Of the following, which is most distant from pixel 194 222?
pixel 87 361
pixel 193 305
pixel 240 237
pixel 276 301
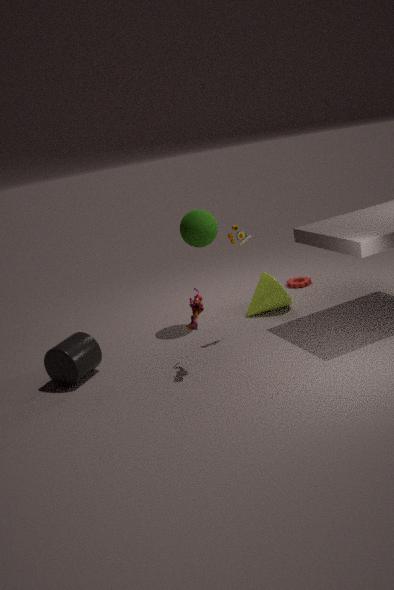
pixel 87 361
